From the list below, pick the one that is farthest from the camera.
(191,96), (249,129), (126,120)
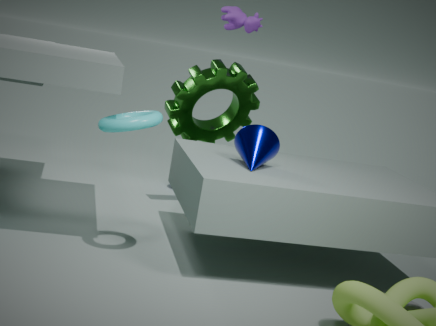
(191,96)
